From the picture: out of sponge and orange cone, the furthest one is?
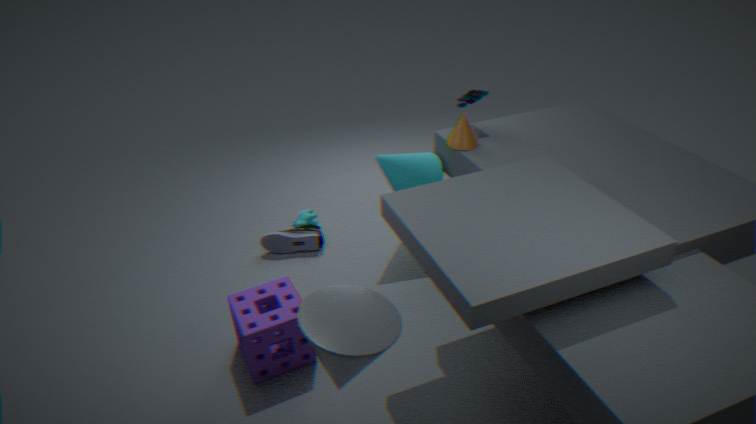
orange cone
